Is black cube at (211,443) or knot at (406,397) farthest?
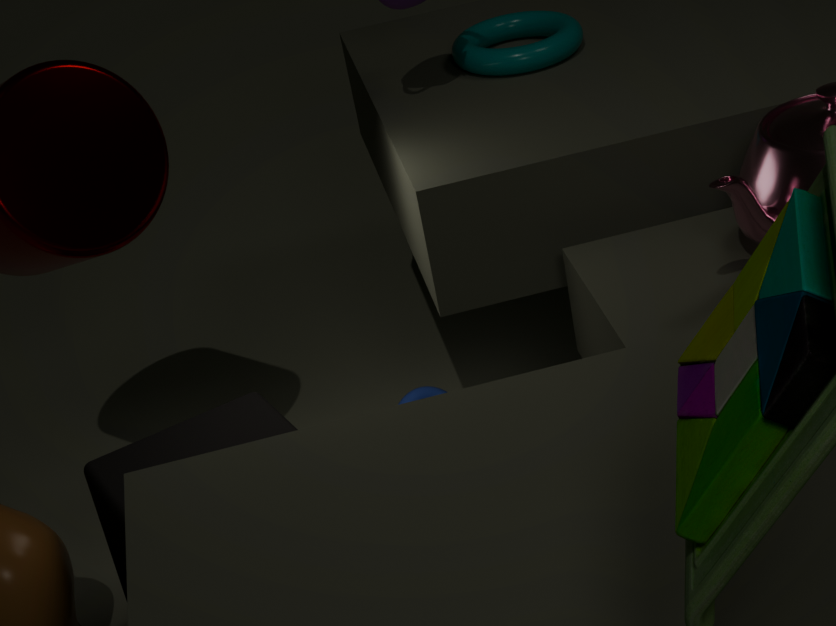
knot at (406,397)
